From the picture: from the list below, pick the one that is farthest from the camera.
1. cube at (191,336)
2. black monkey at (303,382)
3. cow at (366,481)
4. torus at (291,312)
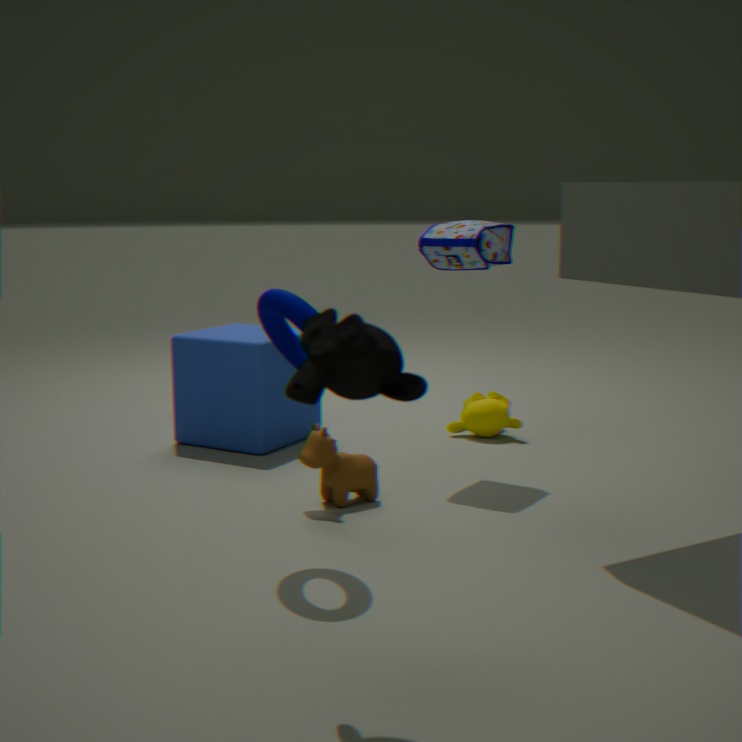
cube at (191,336)
